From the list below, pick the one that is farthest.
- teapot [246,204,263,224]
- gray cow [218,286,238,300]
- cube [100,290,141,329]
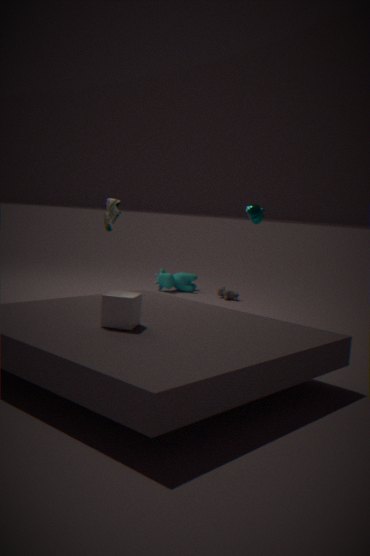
gray cow [218,286,238,300]
